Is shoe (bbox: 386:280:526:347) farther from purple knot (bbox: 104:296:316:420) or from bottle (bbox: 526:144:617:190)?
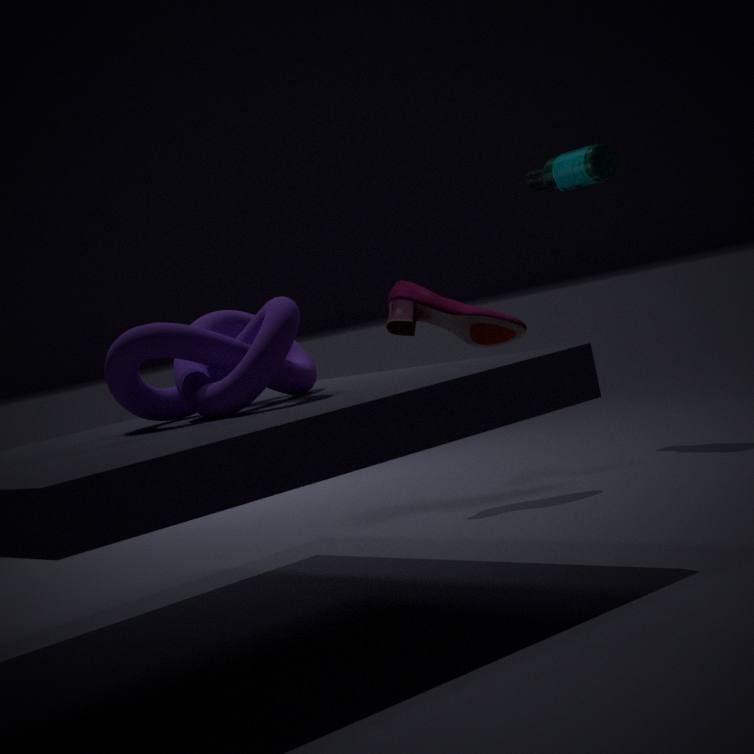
purple knot (bbox: 104:296:316:420)
